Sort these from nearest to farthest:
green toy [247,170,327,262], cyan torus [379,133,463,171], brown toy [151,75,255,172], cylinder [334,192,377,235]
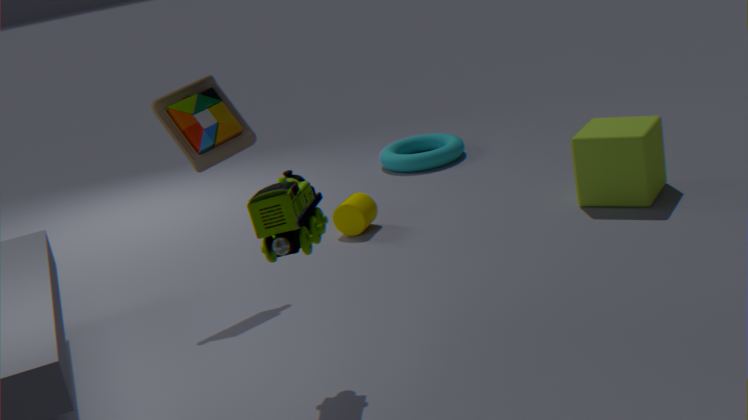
green toy [247,170,327,262]
brown toy [151,75,255,172]
cylinder [334,192,377,235]
cyan torus [379,133,463,171]
